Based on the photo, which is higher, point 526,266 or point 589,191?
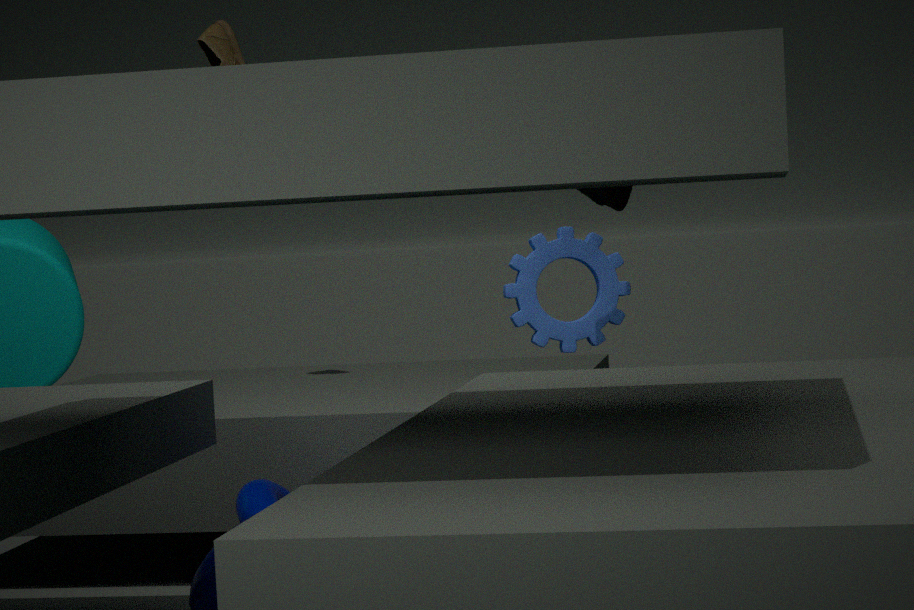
point 589,191
